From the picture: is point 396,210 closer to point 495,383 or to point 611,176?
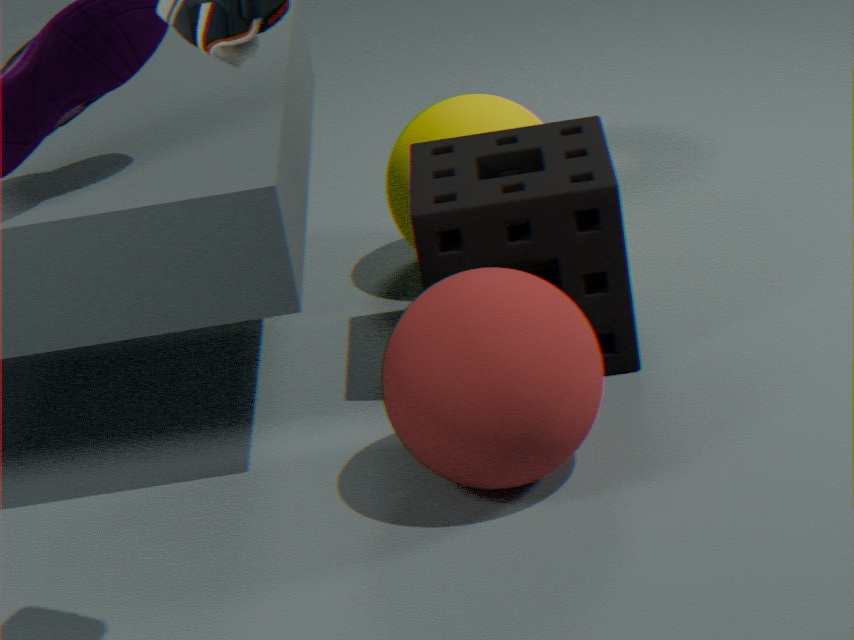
point 611,176
